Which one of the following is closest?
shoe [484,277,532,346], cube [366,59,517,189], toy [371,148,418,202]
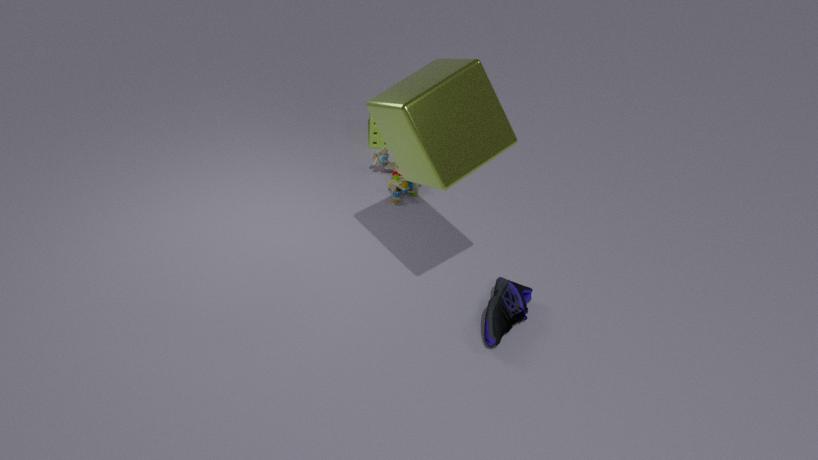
cube [366,59,517,189]
